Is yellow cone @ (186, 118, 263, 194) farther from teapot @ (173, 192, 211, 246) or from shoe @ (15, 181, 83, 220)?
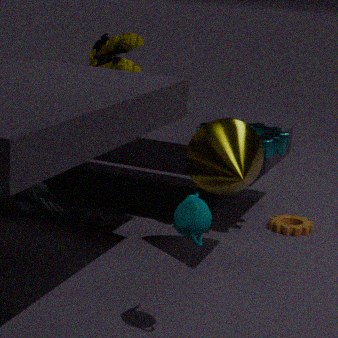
shoe @ (15, 181, 83, 220)
